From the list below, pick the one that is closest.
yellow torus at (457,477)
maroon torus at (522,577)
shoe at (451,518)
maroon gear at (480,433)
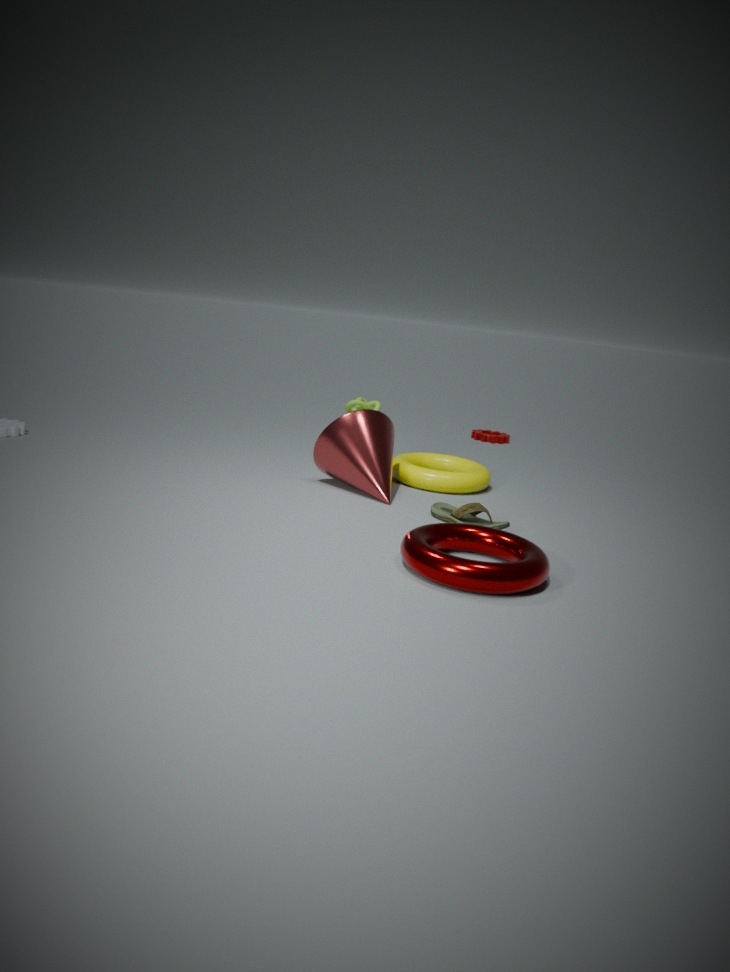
maroon torus at (522,577)
